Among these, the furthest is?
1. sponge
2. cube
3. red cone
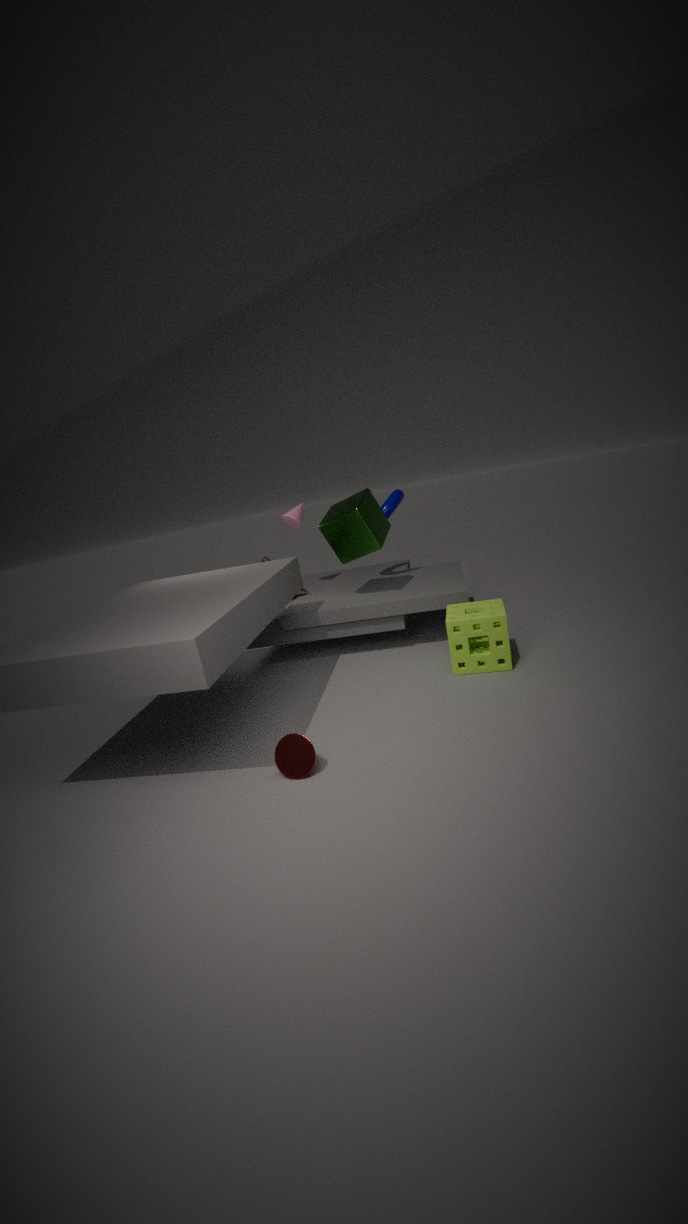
cube
